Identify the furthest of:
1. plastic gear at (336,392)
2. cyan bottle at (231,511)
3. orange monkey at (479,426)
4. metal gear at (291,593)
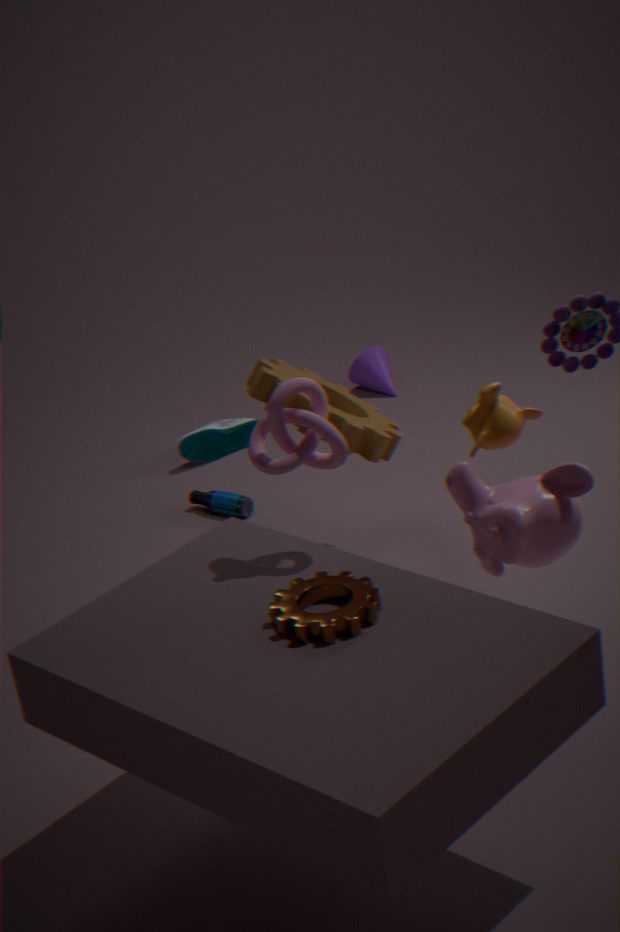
cyan bottle at (231,511)
